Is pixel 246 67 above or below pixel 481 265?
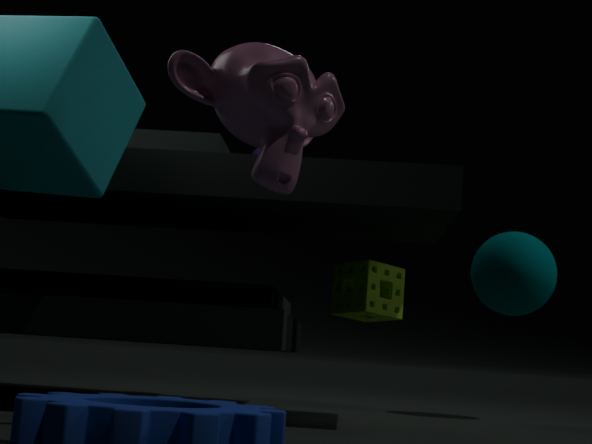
above
